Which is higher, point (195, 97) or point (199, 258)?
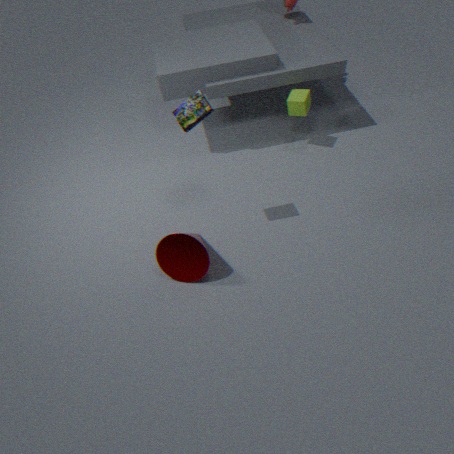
point (195, 97)
